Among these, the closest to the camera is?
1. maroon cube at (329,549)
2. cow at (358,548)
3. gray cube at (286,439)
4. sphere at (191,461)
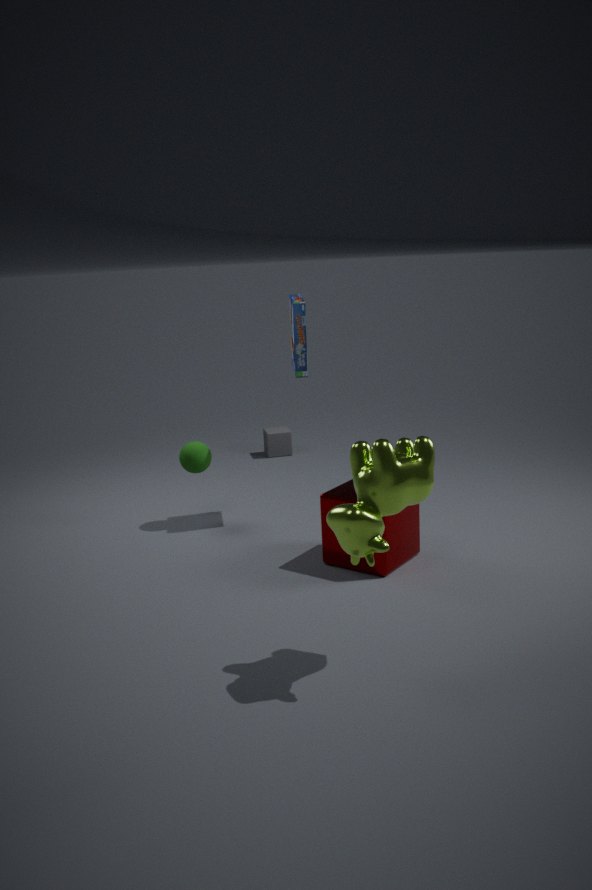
cow at (358,548)
